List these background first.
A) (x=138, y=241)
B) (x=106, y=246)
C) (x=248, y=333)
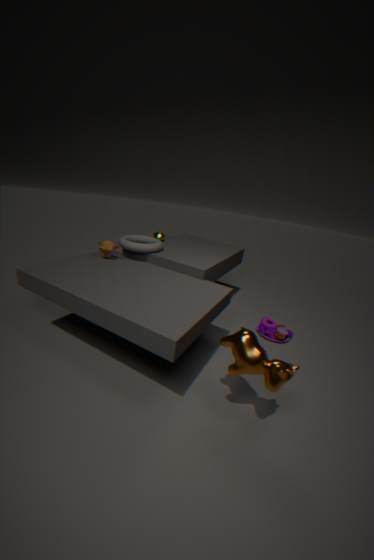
(x=138, y=241), (x=106, y=246), (x=248, y=333)
